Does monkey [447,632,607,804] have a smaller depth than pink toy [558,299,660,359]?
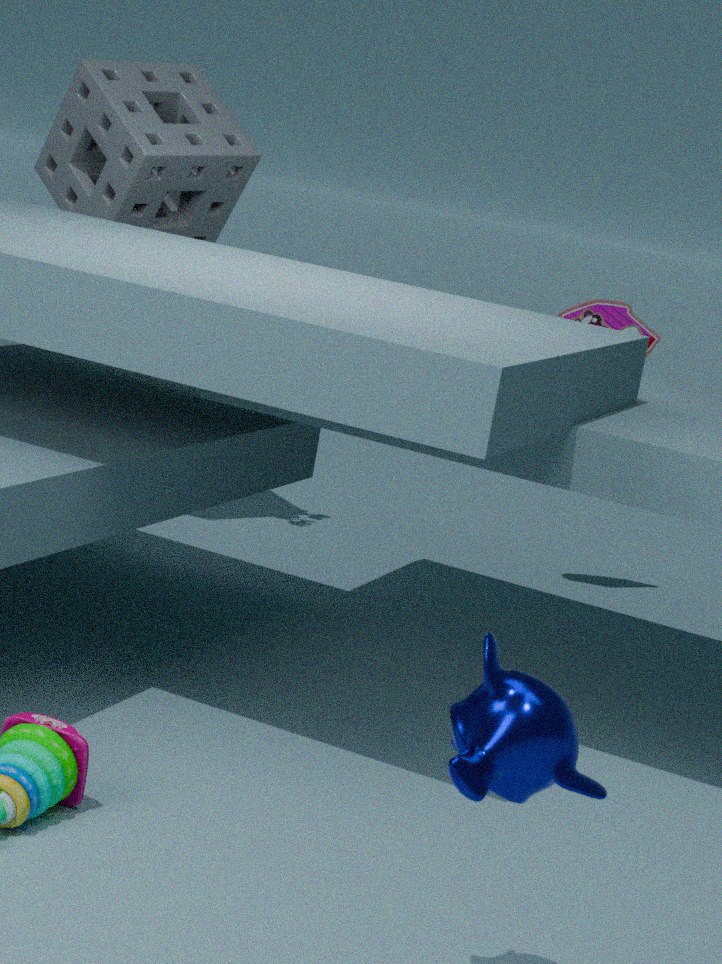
Yes
